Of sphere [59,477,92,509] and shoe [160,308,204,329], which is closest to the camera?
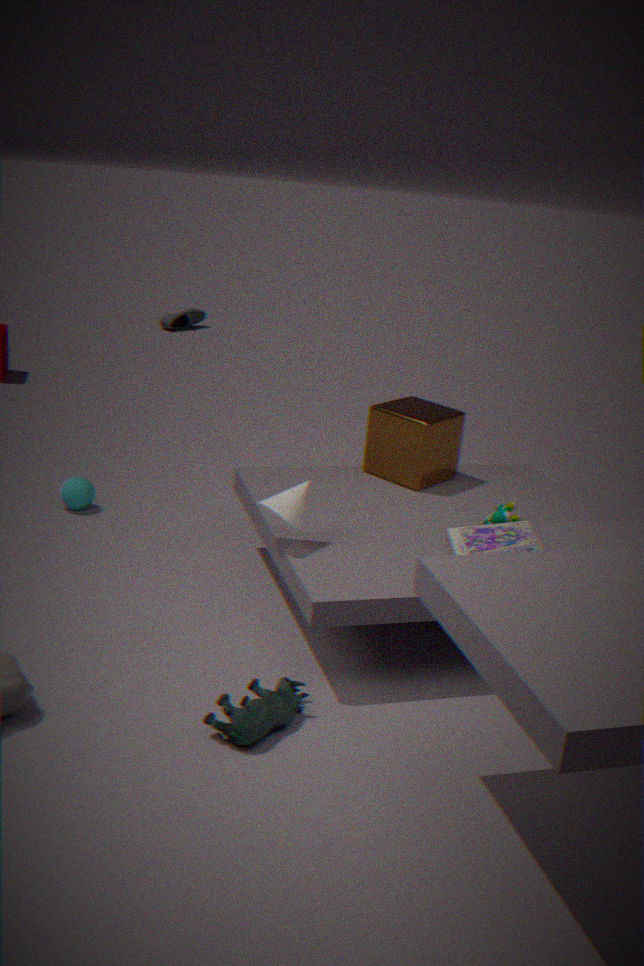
sphere [59,477,92,509]
